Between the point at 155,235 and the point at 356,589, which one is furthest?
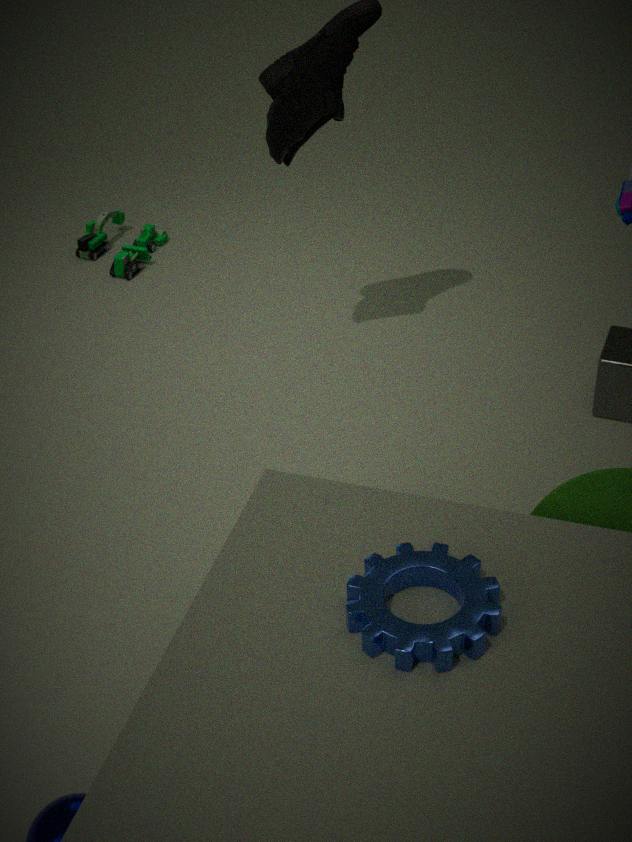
the point at 155,235
